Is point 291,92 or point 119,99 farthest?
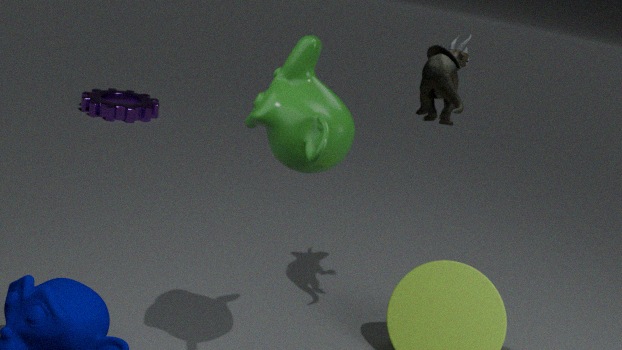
point 119,99
